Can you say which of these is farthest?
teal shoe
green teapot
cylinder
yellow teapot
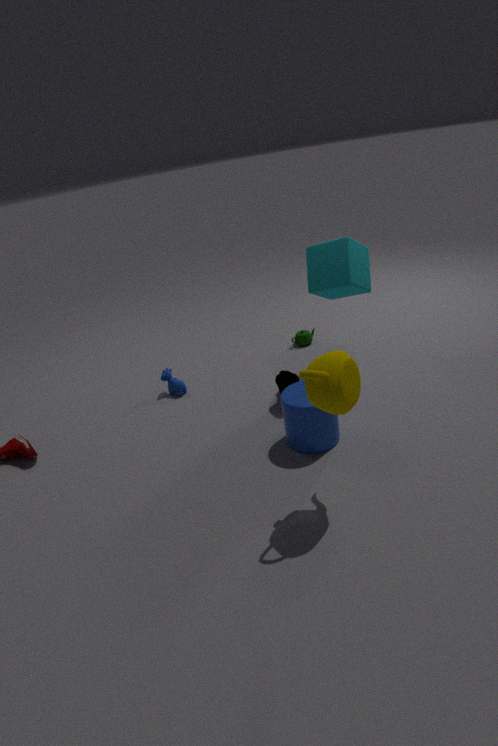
green teapot
